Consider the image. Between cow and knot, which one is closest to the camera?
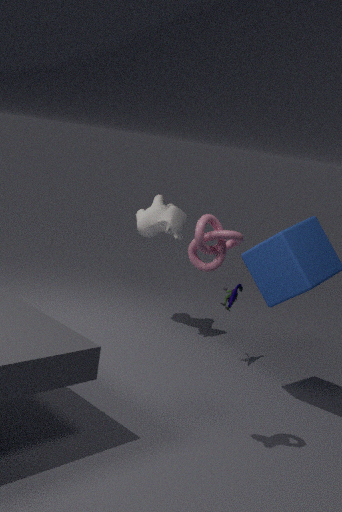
knot
